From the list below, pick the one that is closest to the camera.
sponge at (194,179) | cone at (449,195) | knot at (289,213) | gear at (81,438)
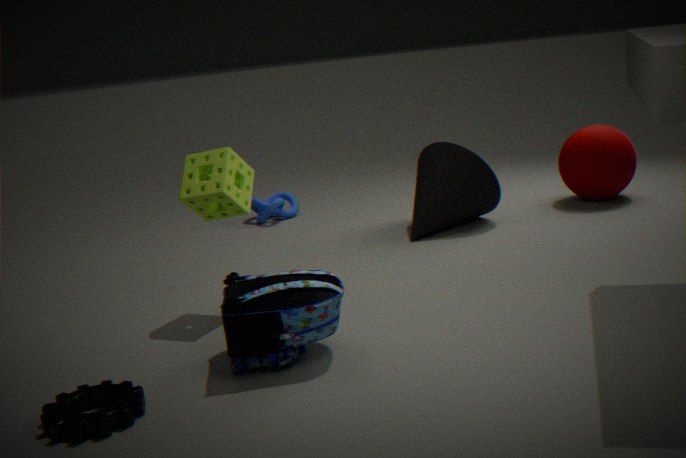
gear at (81,438)
